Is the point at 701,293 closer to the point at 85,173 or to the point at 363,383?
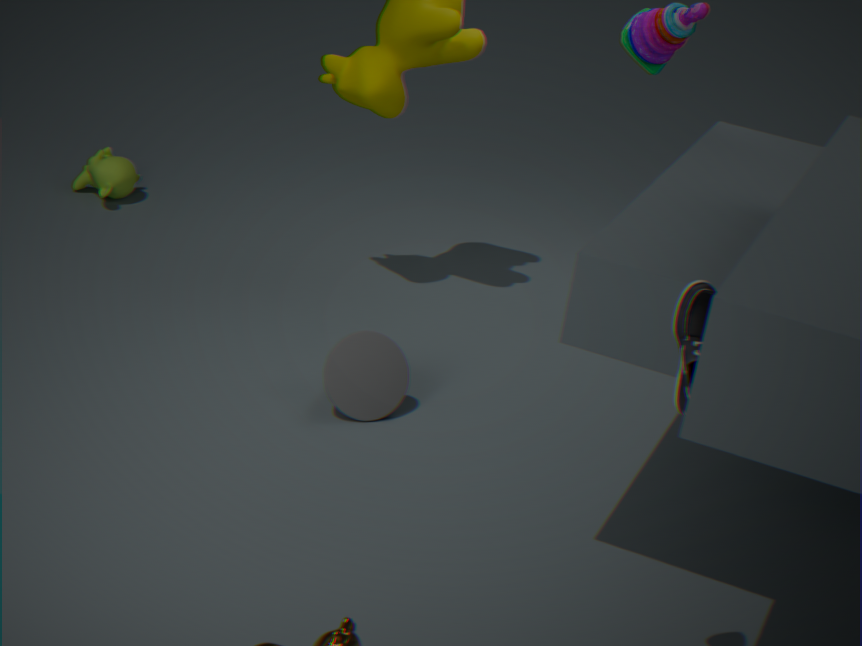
the point at 363,383
